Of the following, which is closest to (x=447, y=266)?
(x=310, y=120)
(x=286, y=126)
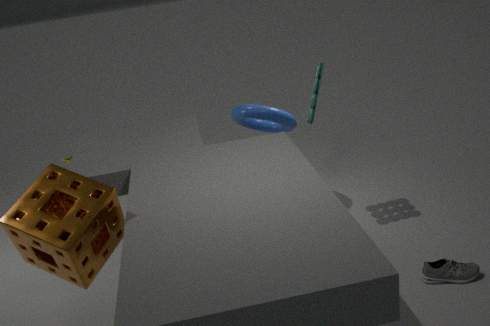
(x=310, y=120)
